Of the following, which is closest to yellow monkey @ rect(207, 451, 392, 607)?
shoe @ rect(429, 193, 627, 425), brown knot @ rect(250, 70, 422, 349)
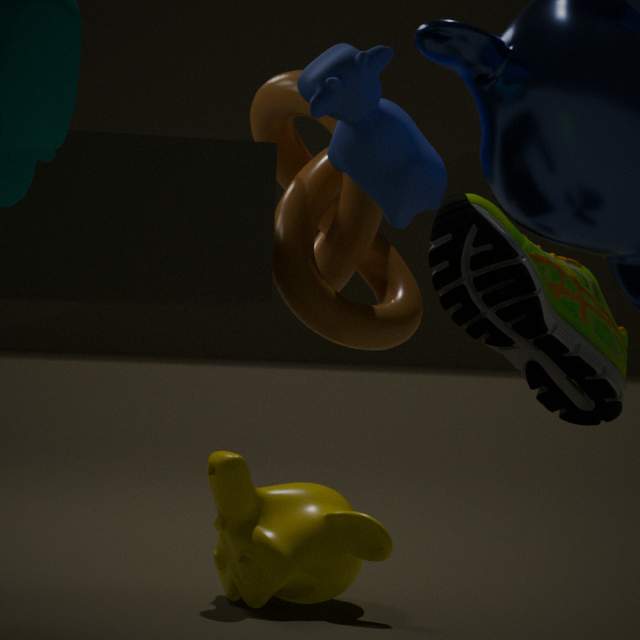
brown knot @ rect(250, 70, 422, 349)
